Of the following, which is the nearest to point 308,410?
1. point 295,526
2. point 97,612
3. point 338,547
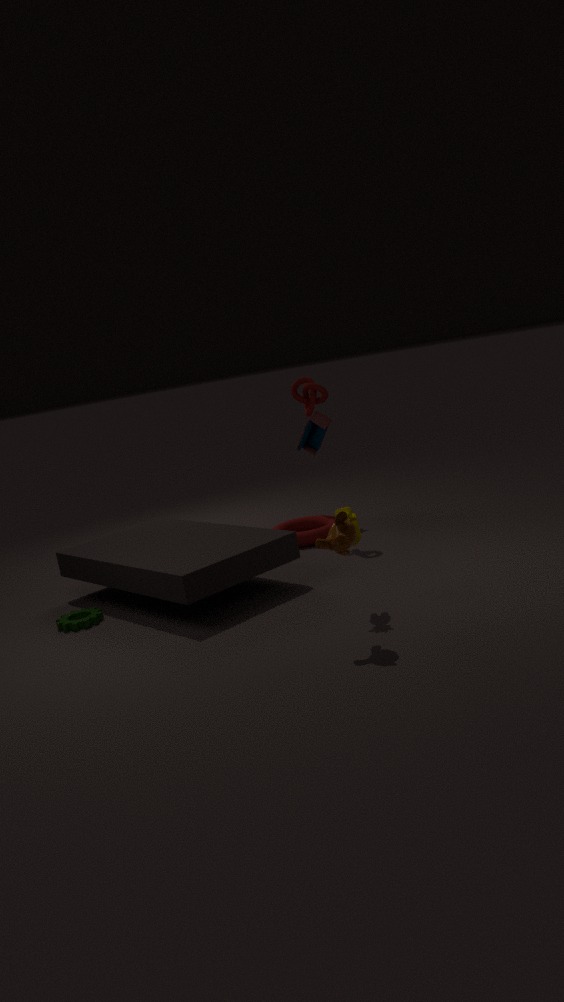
point 295,526
